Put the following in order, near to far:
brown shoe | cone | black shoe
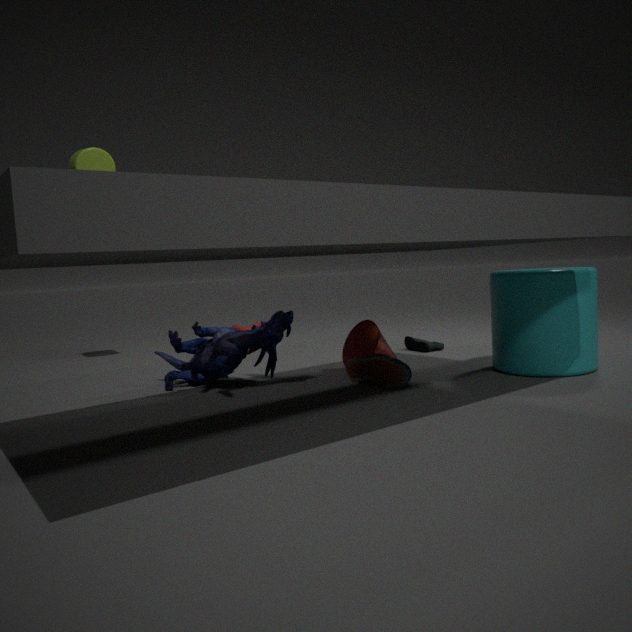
brown shoe → cone → black shoe
